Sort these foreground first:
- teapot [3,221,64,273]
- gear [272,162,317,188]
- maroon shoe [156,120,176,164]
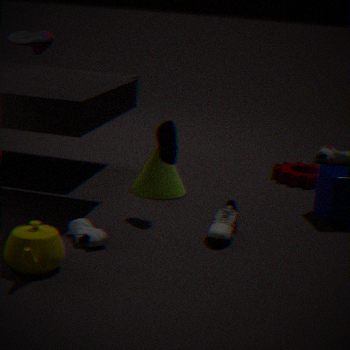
teapot [3,221,64,273] < maroon shoe [156,120,176,164] < gear [272,162,317,188]
